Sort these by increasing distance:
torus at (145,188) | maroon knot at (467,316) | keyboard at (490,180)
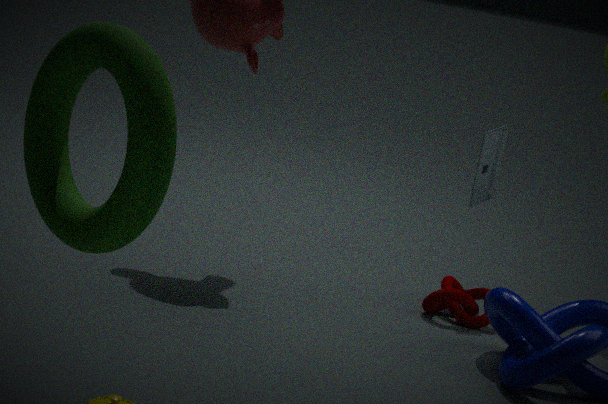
torus at (145,188)
maroon knot at (467,316)
keyboard at (490,180)
